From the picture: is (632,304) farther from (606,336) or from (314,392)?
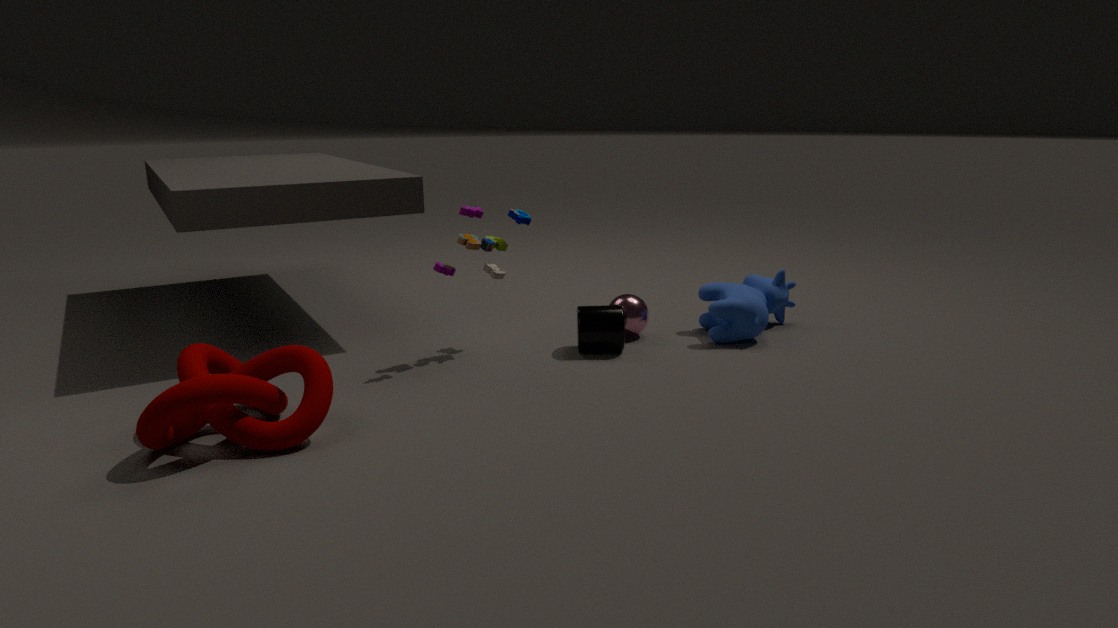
(314,392)
